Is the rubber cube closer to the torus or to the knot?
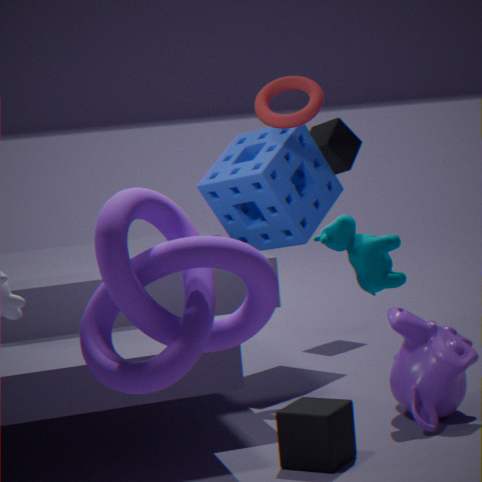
the knot
